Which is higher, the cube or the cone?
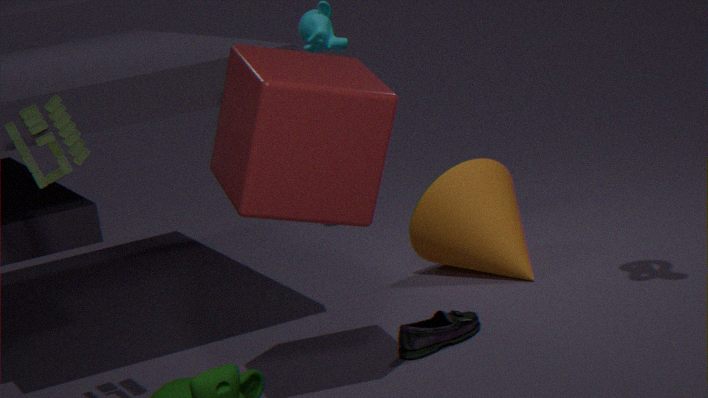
the cube
